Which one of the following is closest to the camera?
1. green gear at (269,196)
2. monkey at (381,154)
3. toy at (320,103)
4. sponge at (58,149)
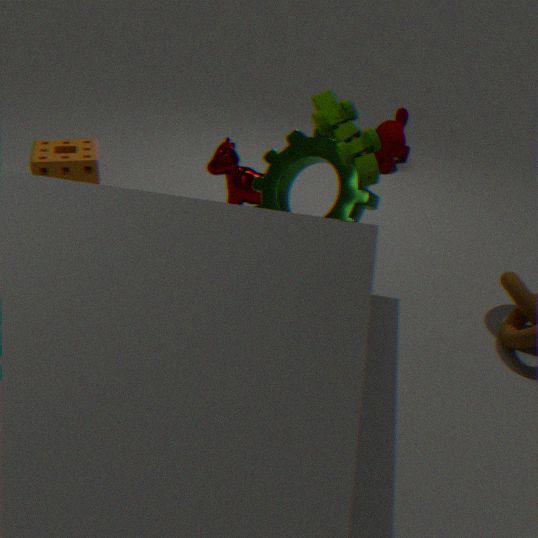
toy at (320,103)
